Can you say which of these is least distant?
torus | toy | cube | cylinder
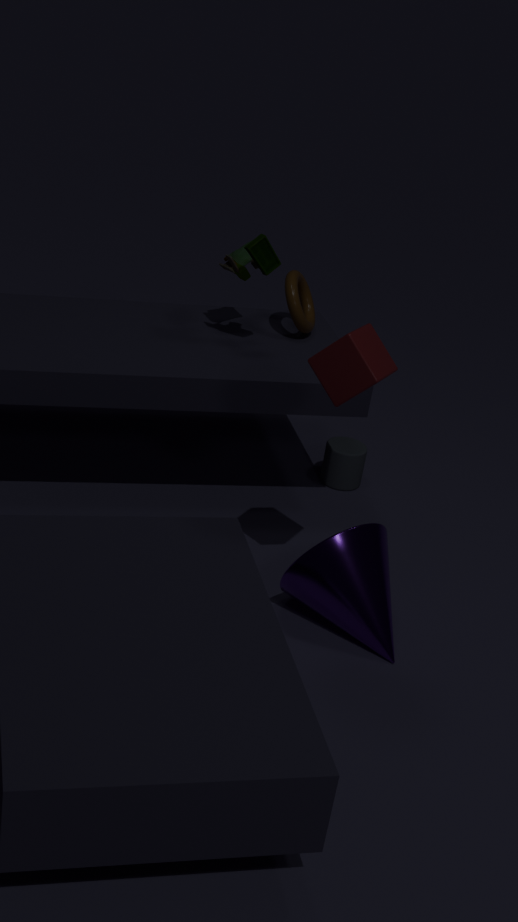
cube
